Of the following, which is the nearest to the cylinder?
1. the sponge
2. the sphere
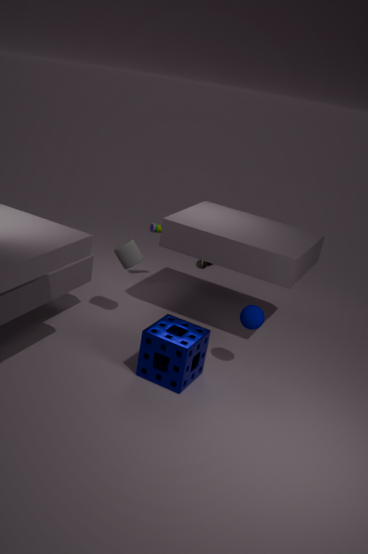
the sponge
